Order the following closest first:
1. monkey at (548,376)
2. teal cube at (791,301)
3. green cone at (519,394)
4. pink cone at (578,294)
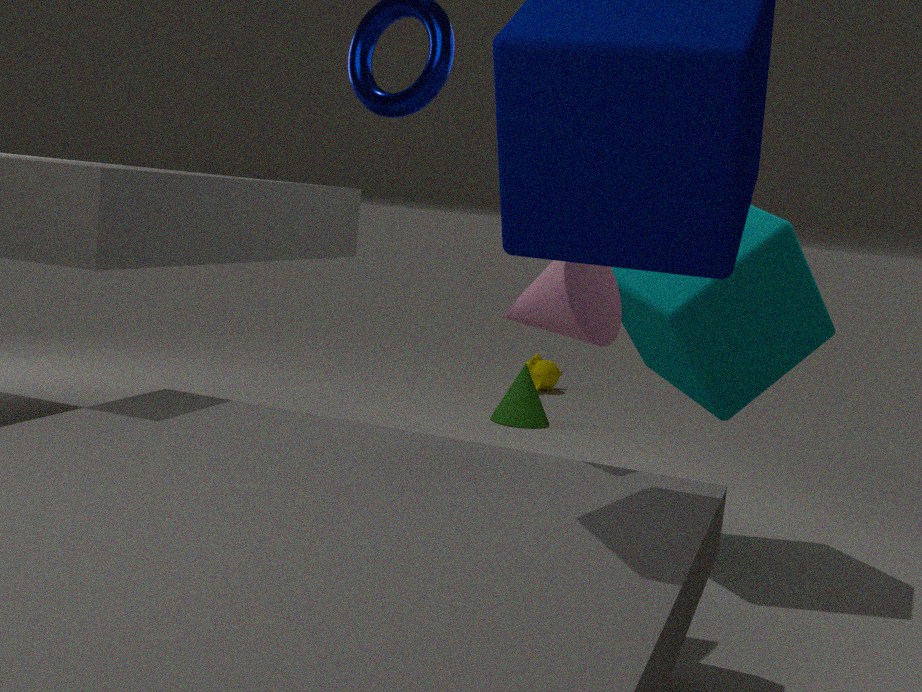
pink cone at (578,294) < teal cube at (791,301) < green cone at (519,394) < monkey at (548,376)
